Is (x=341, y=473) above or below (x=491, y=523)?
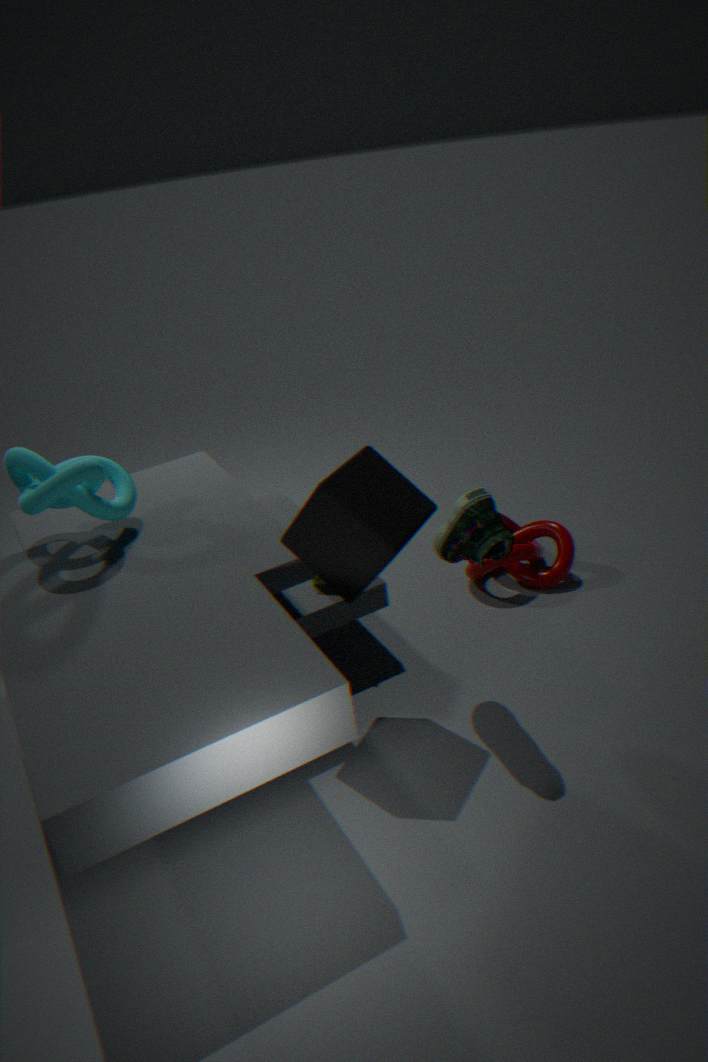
above
